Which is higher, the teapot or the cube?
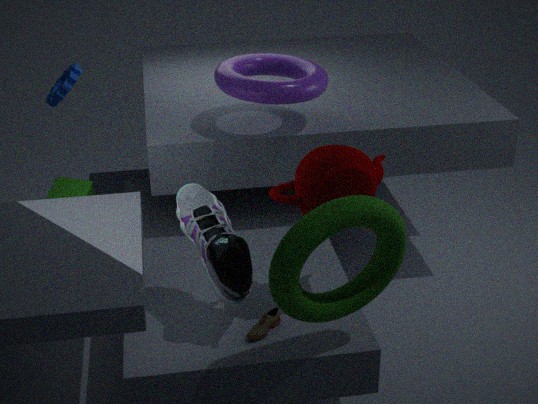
the teapot
